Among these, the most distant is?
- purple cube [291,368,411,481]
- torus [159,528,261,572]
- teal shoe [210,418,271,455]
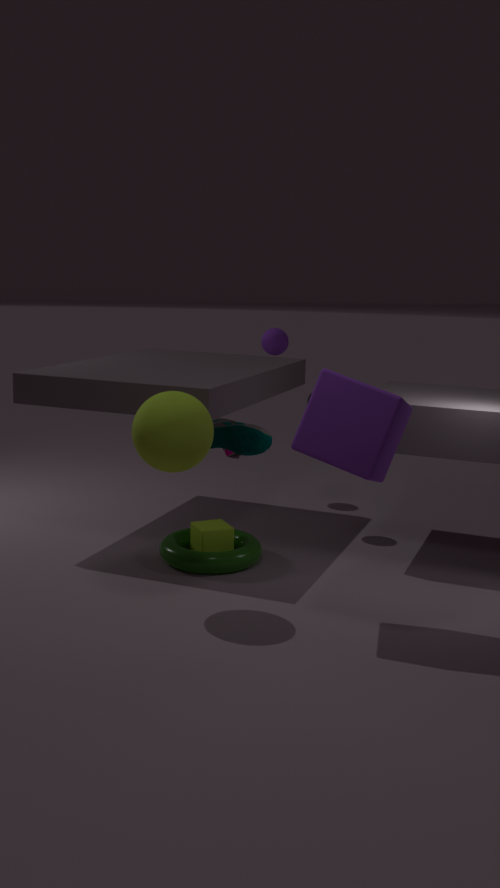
teal shoe [210,418,271,455]
